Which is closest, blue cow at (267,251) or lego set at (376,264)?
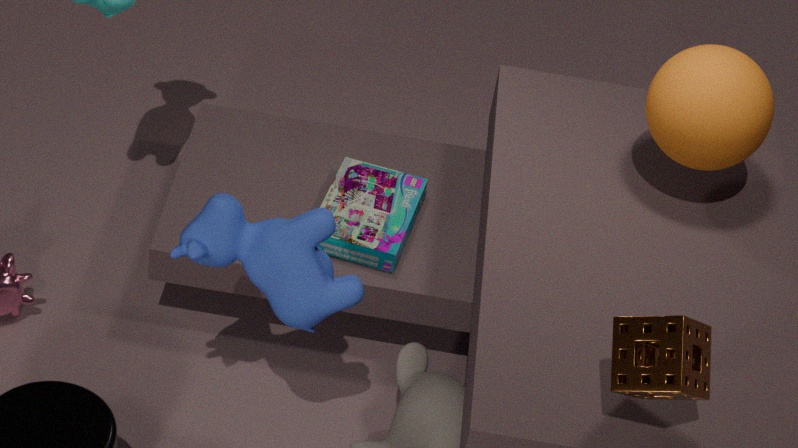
blue cow at (267,251)
